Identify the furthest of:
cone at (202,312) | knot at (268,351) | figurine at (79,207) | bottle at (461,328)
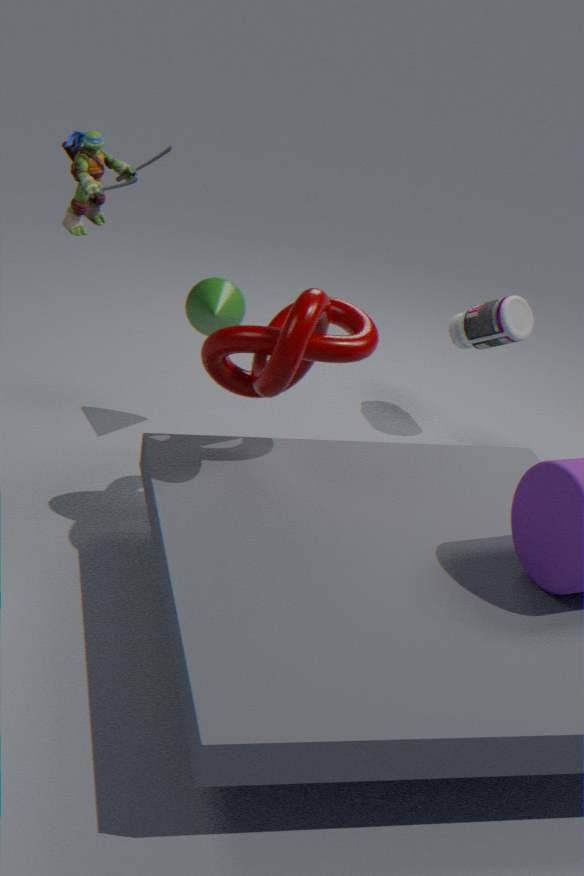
bottle at (461,328)
